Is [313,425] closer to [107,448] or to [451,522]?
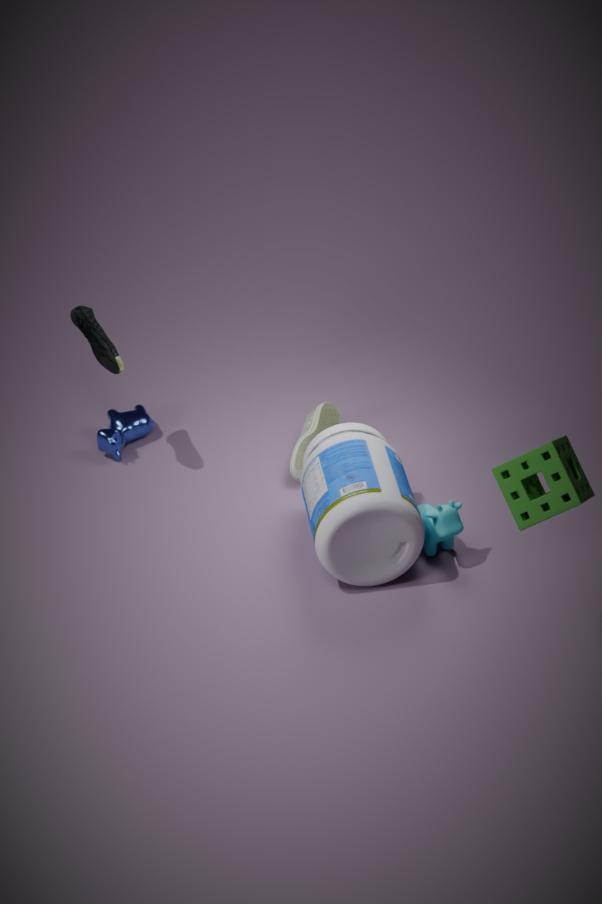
[451,522]
